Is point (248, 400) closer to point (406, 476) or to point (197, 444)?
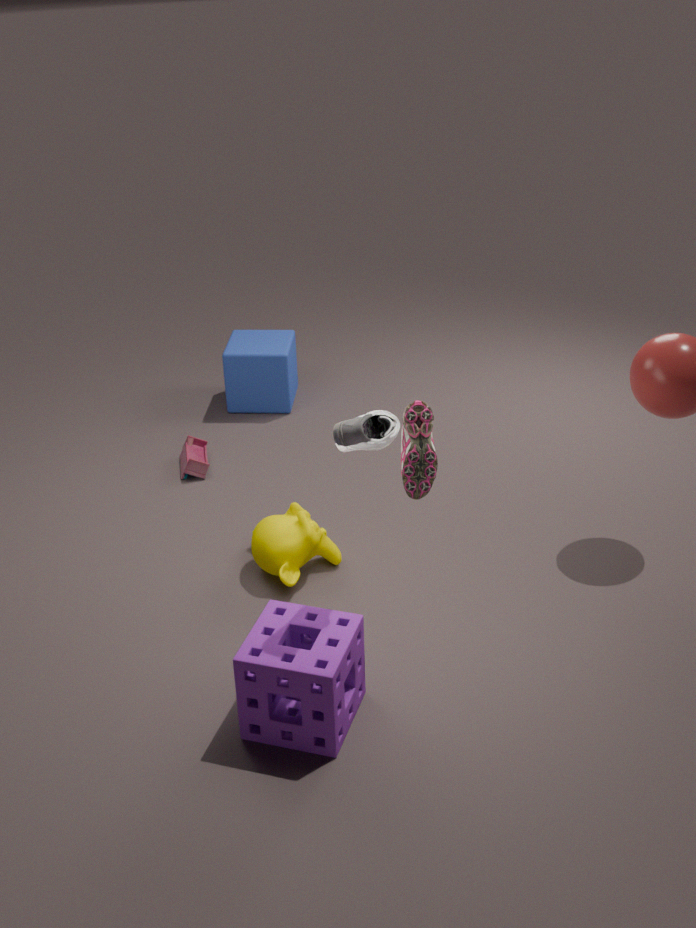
point (197, 444)
